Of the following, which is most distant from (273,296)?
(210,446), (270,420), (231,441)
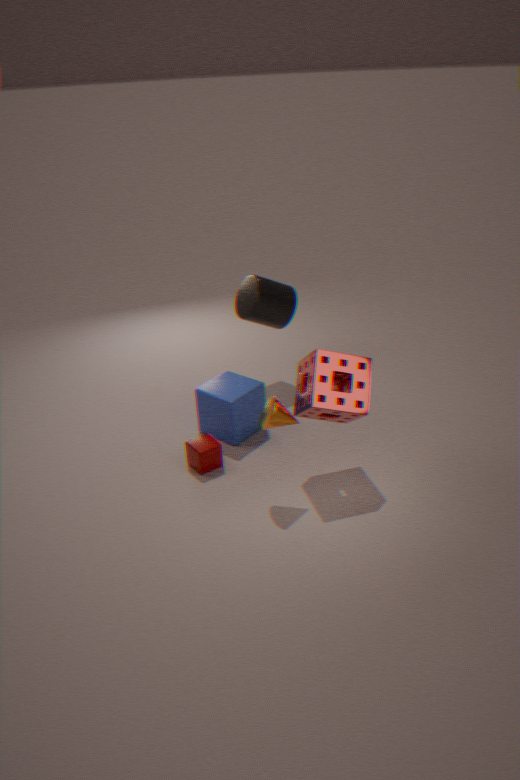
(270,420)
